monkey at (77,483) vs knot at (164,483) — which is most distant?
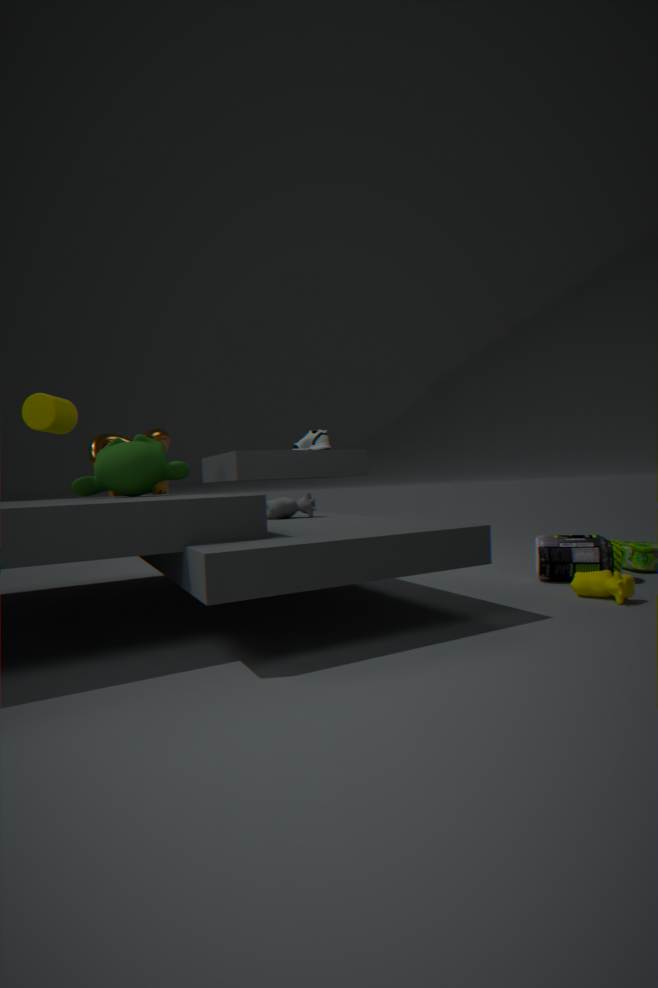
knot at (164,483)
